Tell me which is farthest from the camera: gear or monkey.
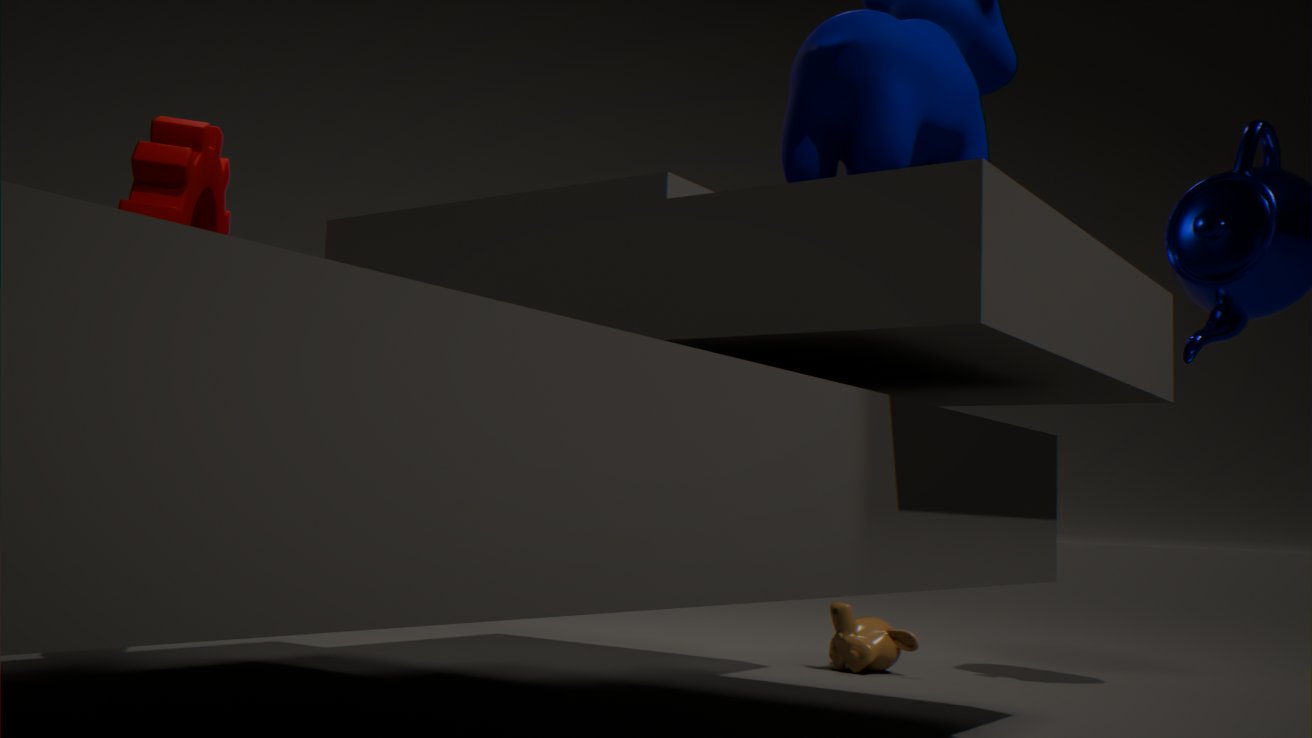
monkey
